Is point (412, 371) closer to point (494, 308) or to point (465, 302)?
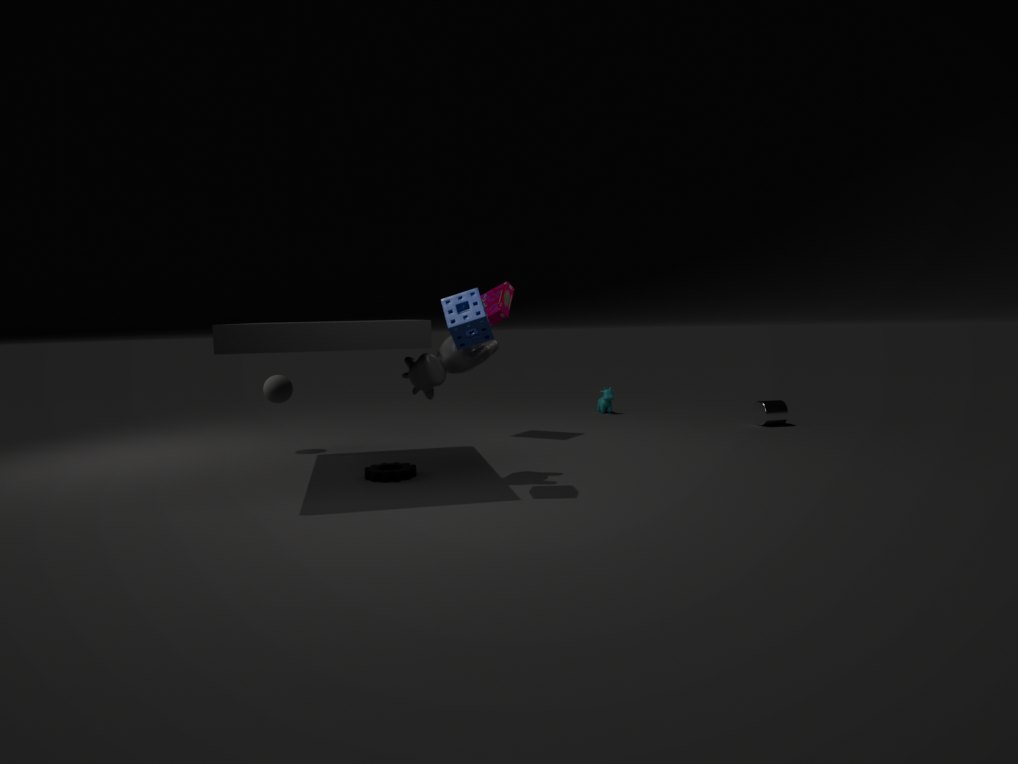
point (465, 302)
